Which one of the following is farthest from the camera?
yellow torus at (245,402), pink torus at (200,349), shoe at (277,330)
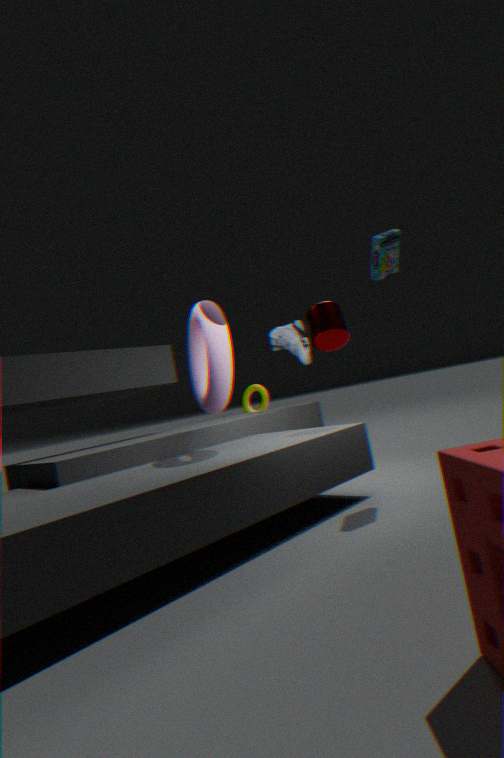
yellow torus at (245,402)
